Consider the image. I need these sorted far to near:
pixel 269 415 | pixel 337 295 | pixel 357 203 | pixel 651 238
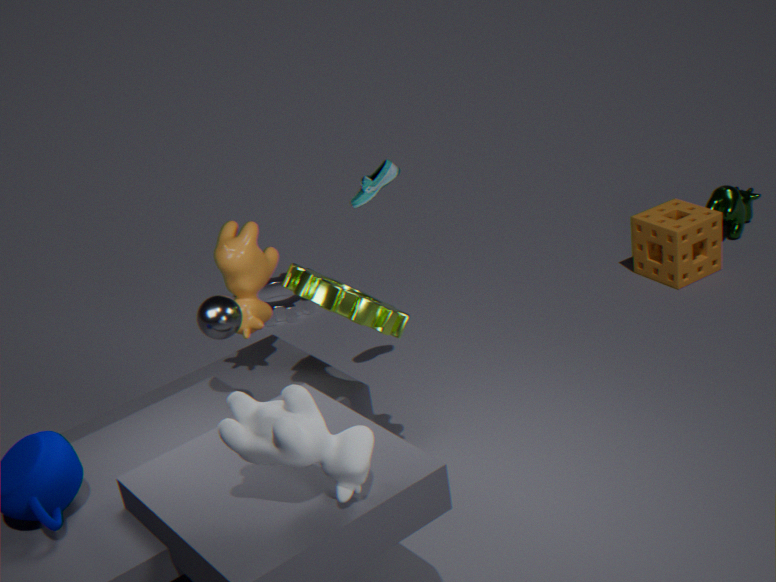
pixel 651 238 → pixel 357 203 → pixel 337 295 → pixel 269 415
